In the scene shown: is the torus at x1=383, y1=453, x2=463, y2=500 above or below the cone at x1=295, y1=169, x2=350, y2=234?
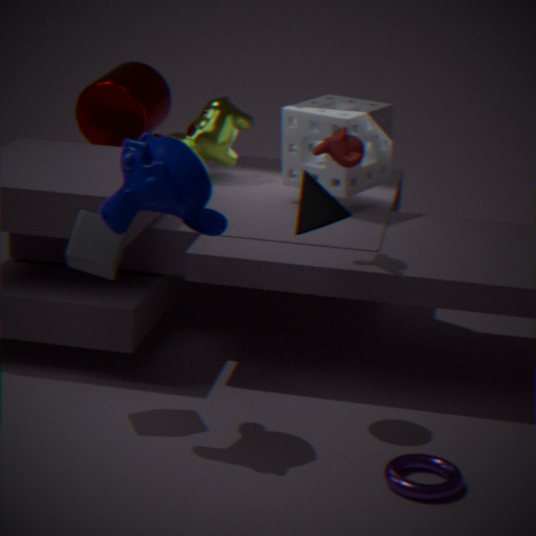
below
